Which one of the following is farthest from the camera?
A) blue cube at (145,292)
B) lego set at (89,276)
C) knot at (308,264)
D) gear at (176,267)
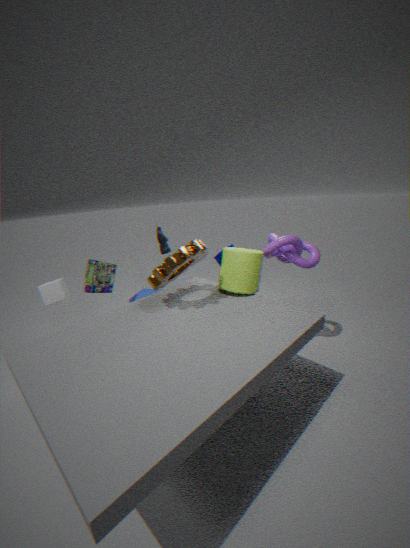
blue cube at (145,292)
